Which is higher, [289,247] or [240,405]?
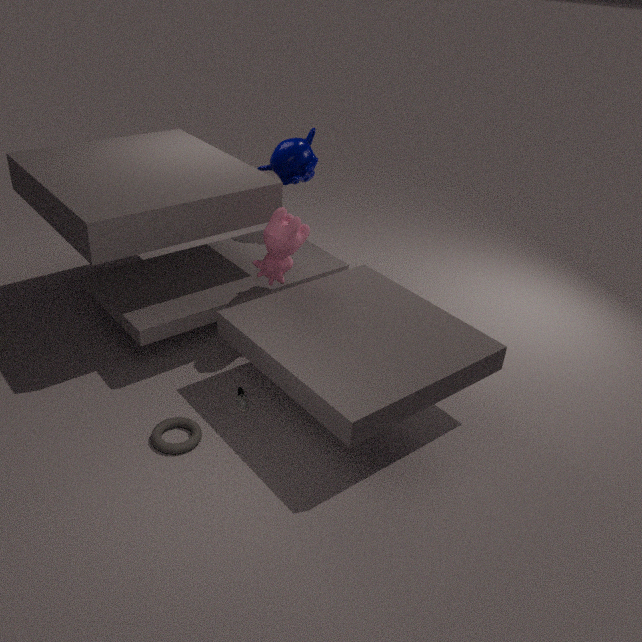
[289,247]
